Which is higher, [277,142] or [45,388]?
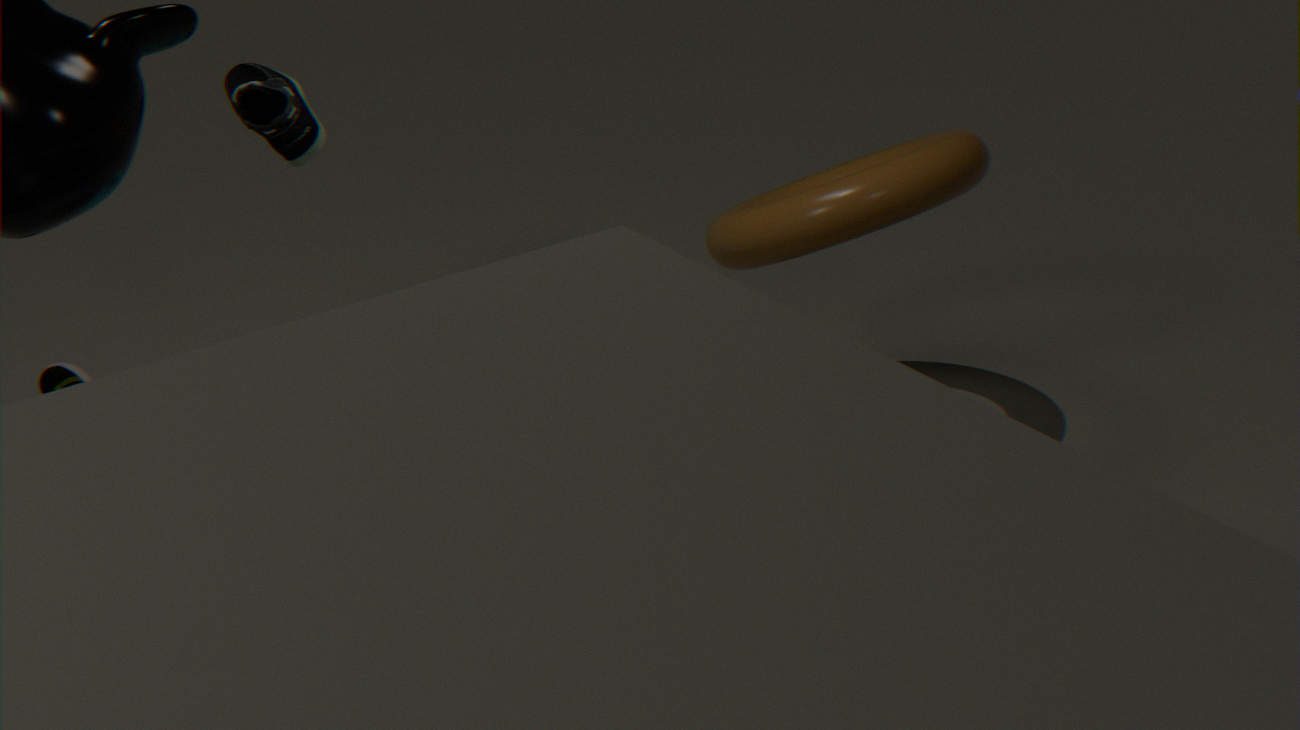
[277,142]
